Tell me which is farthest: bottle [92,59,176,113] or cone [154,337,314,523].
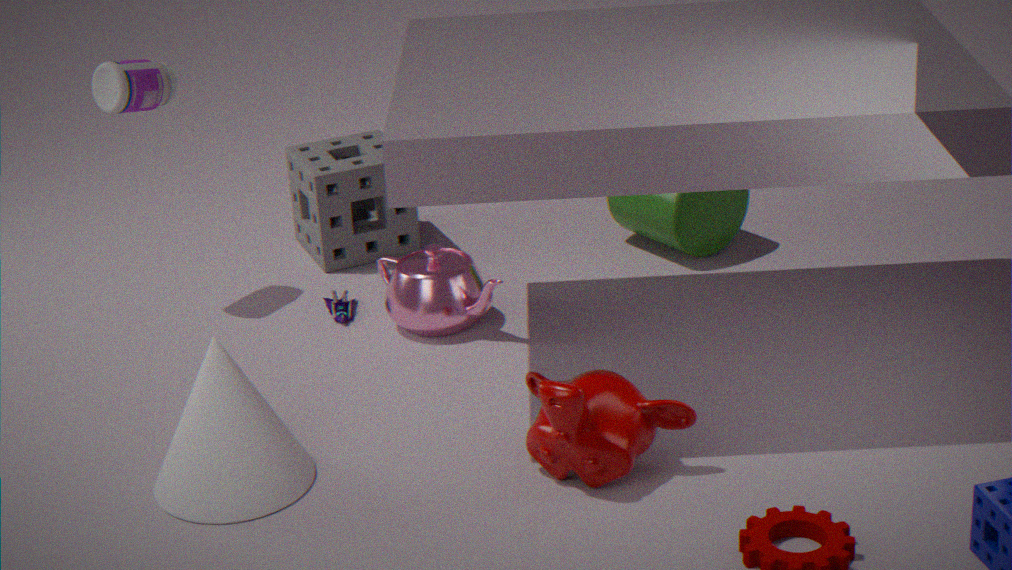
bottle [92,59,176,113]
